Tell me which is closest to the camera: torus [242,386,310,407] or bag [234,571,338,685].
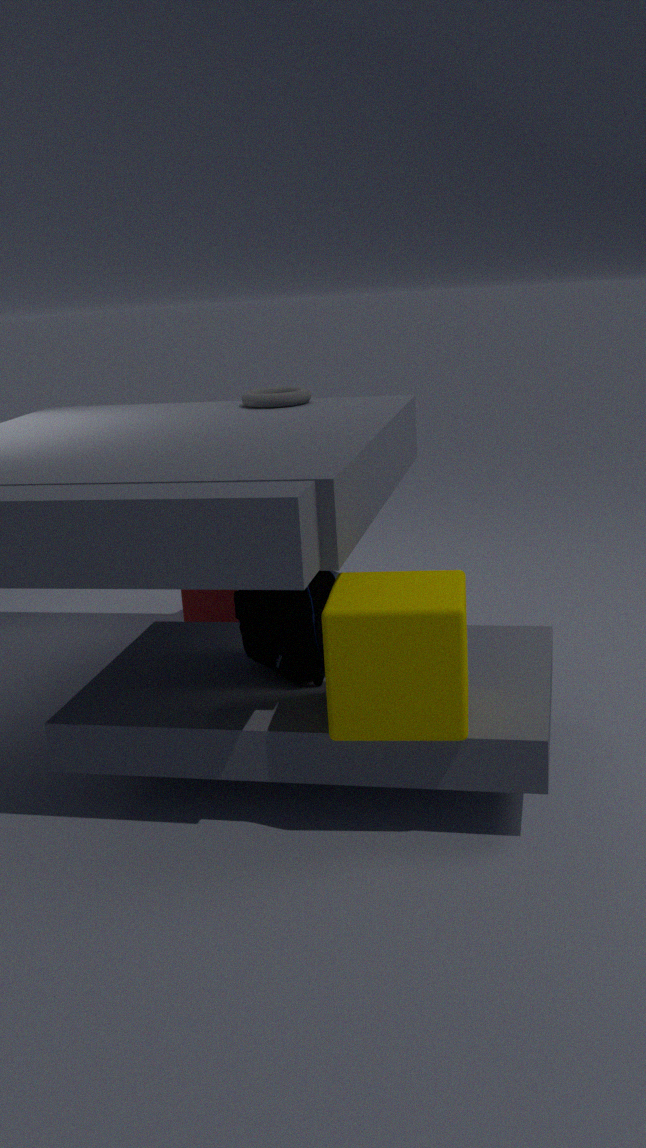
bag [234,571,338,685]
